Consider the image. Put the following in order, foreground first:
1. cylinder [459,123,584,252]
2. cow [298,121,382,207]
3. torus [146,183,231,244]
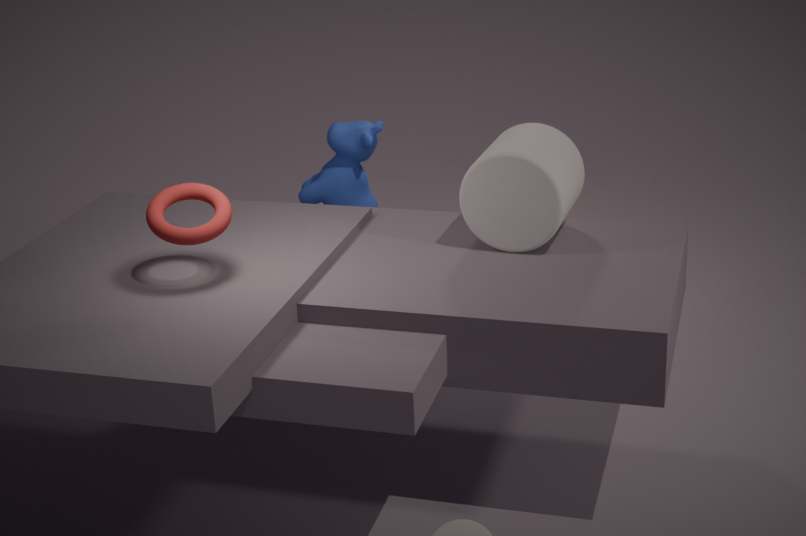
torus [146,183,231,244], cylinder [459,123,584,252], cow [298,121,382,207]
